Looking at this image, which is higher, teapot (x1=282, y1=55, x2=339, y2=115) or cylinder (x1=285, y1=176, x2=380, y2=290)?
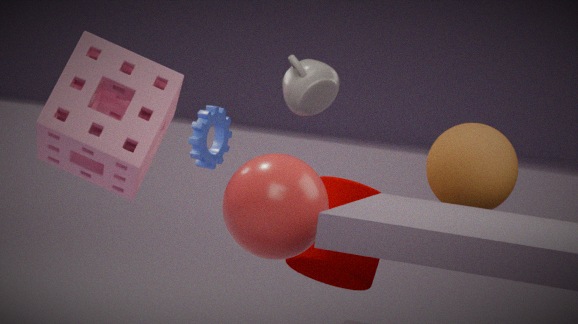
teapot (x1=282, y1=55, x2=339, y2=115)
